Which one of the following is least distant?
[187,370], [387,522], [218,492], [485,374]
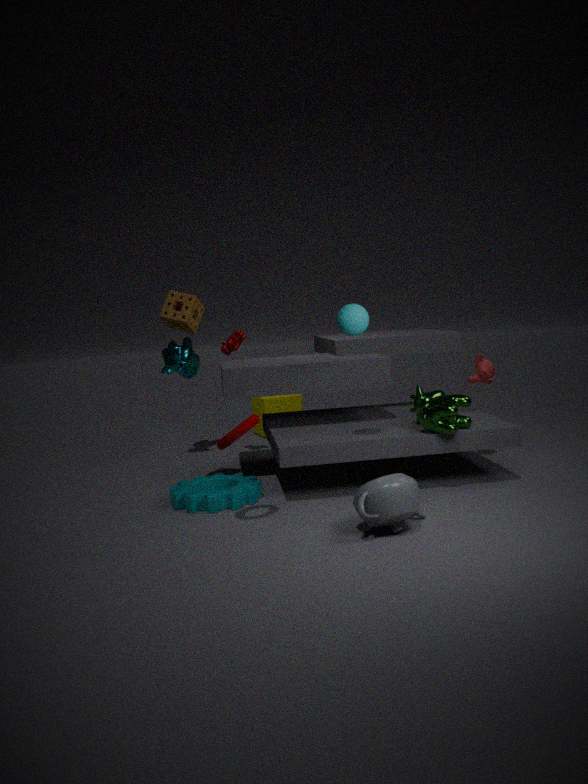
[387,522]
